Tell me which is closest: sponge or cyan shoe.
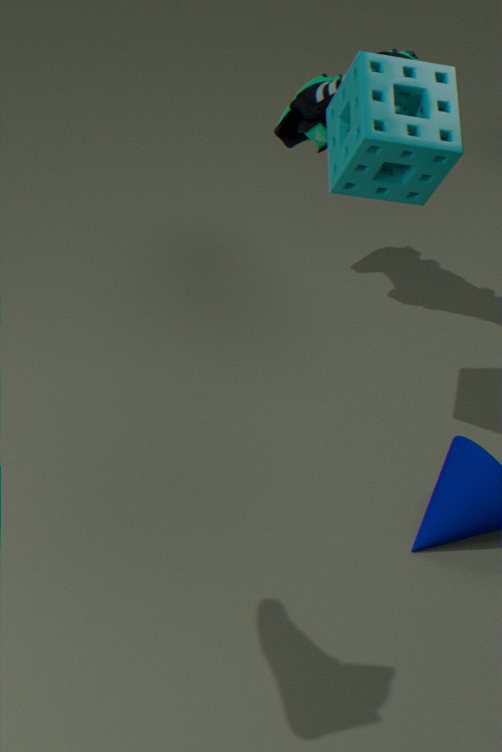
sponge
